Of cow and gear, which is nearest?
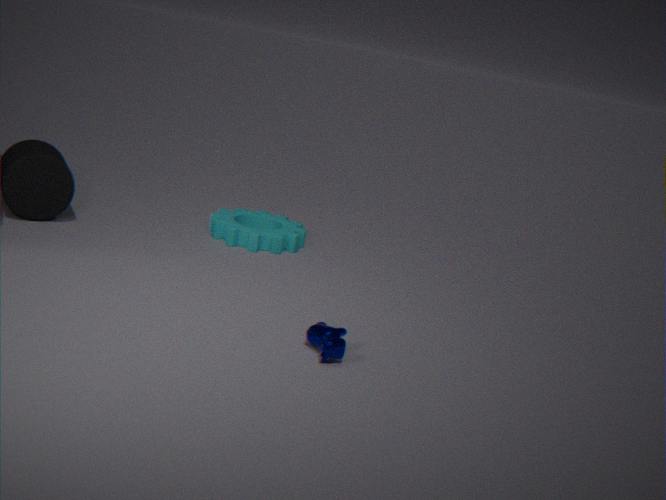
cow
